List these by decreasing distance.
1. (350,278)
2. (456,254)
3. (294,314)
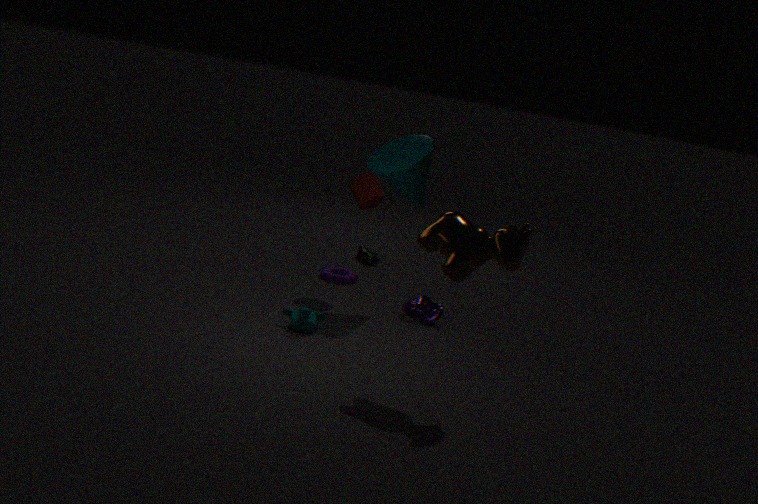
(350,278) → (294,314) → (456,254)
